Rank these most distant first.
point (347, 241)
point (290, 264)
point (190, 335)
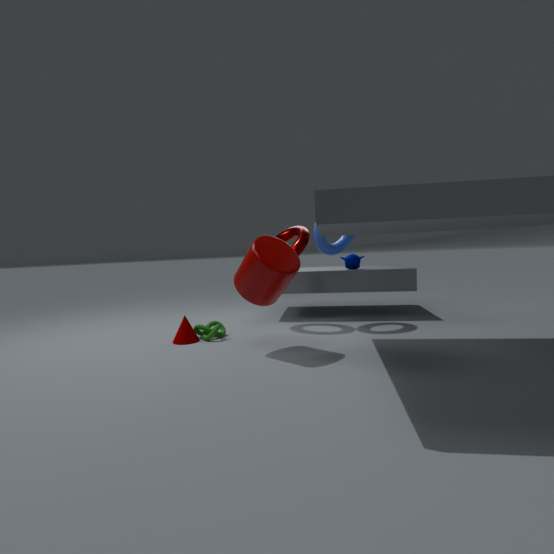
1. point (347, 241)
2. point (190, 335)
3. point (290, 264)
